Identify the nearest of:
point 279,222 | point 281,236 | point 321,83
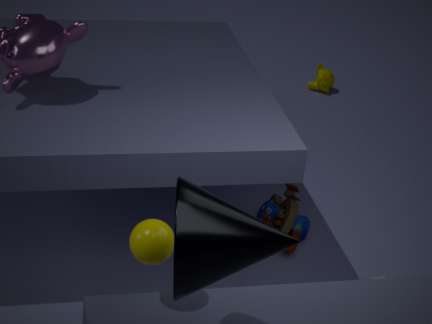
point 281,236
